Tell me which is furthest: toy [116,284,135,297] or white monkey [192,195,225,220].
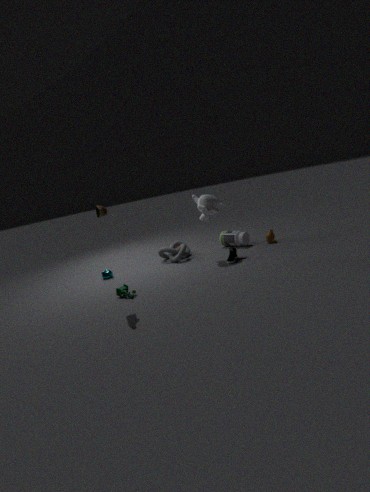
white monkey [192,195,225,220]
